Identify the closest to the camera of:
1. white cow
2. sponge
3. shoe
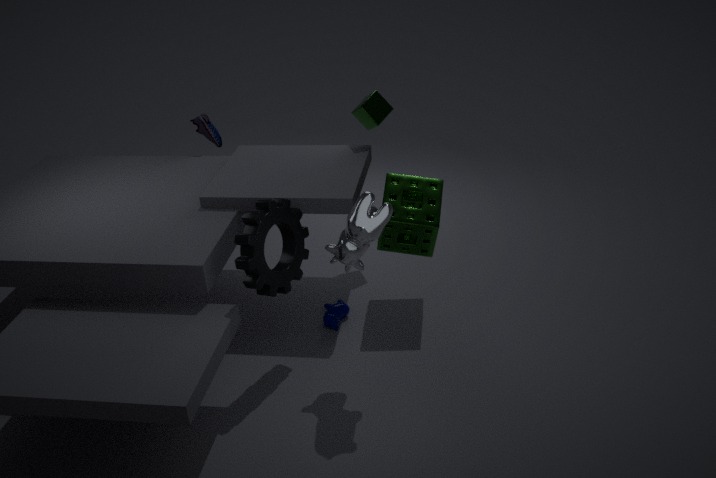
white cow
